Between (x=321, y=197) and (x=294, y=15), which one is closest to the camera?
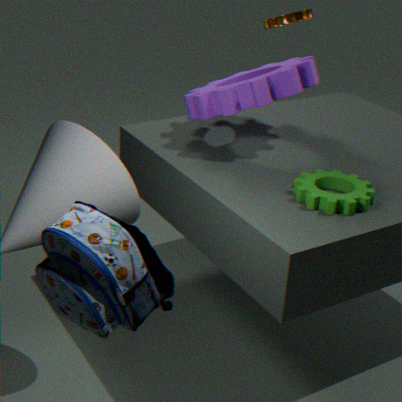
(x=321, y=197)
